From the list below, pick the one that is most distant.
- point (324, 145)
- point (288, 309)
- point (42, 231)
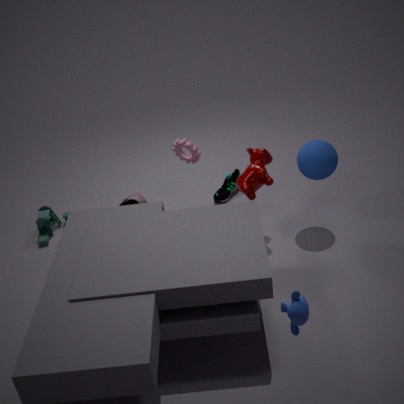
point (42, 231)
